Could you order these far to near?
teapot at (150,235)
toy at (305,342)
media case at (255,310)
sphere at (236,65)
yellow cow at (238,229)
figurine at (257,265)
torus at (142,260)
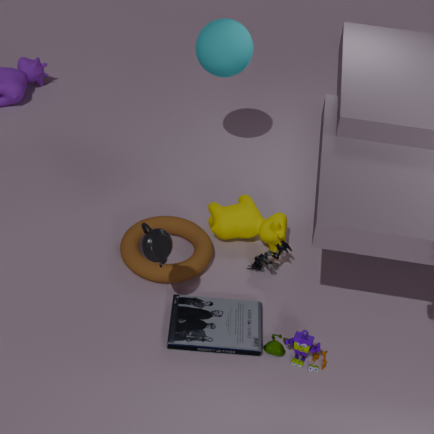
1. sphere at (236,65)
2. yellow cow at (238,229)
3. figurine at (257,265)
4. torus at (142,260)
5. media case at (255,310)
6. toy at (305,342)
7. teapot at (150,235)
